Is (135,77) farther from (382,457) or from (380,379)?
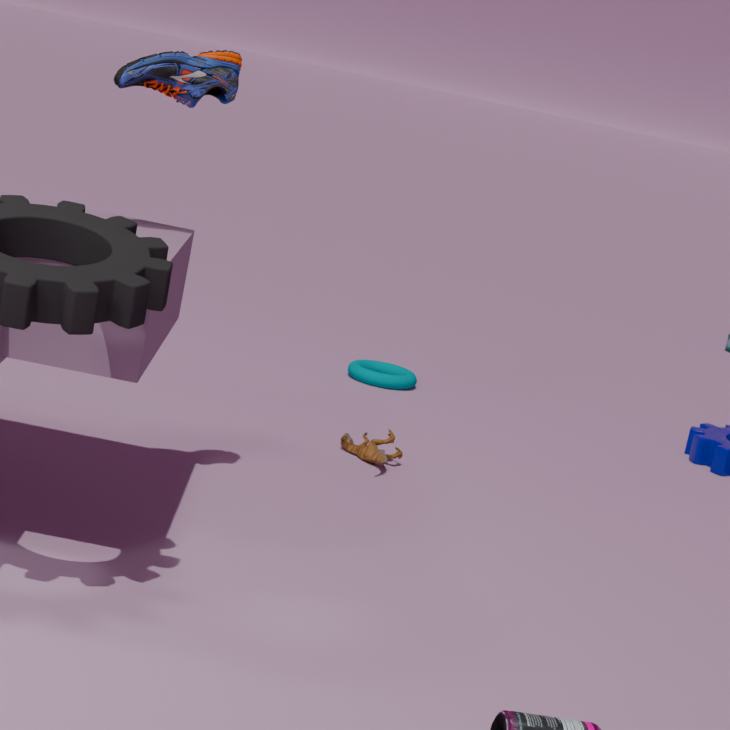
(380,379)
